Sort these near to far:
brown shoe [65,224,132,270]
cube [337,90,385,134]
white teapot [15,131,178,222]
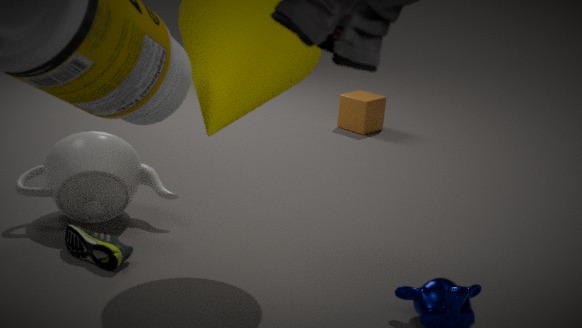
brown shoe [65,224,132,270] < white teapot [15,131,178,222] < cube [337,90,385,134]
